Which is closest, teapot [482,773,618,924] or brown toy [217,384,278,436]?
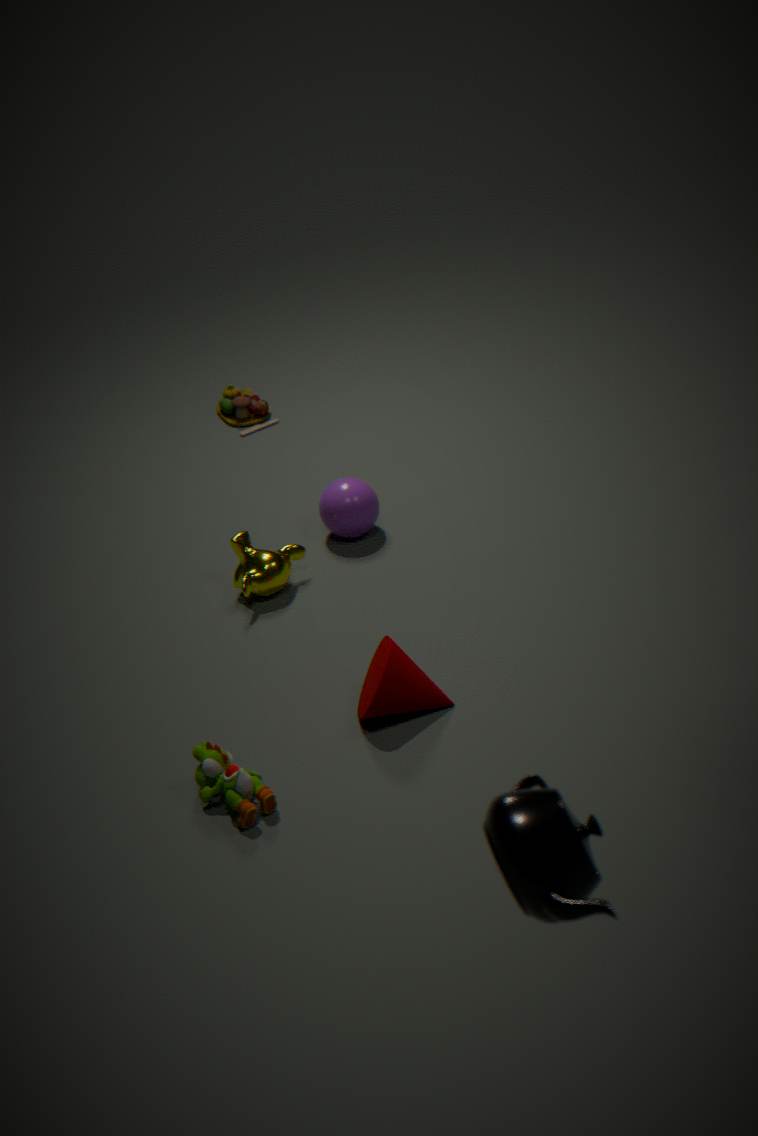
teapot [482,773,618,924]
